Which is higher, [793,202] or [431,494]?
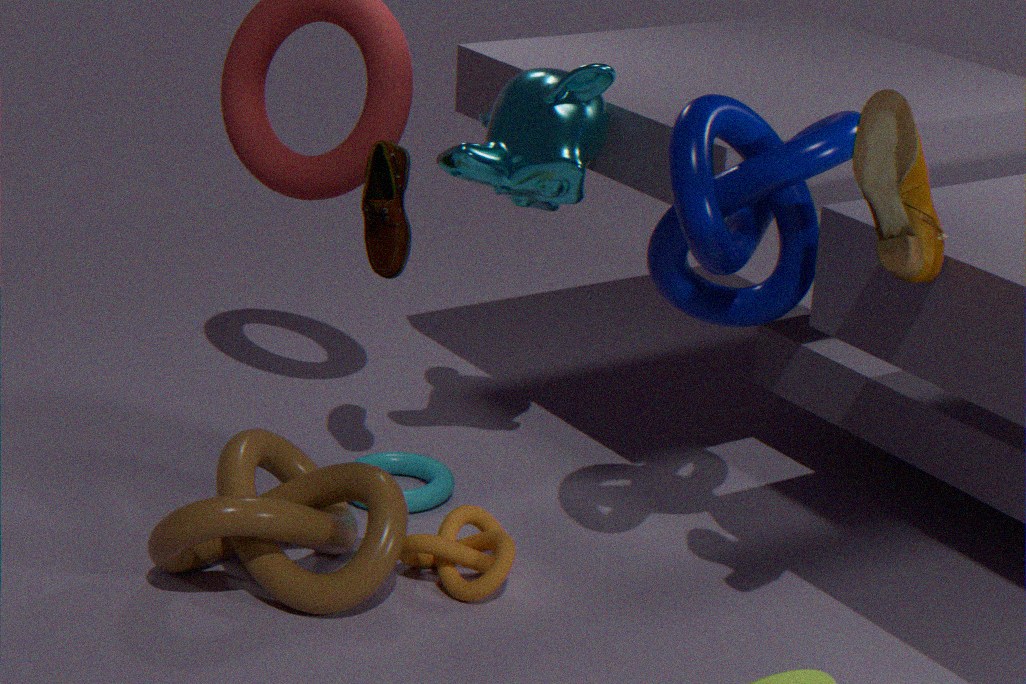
[793,202]
